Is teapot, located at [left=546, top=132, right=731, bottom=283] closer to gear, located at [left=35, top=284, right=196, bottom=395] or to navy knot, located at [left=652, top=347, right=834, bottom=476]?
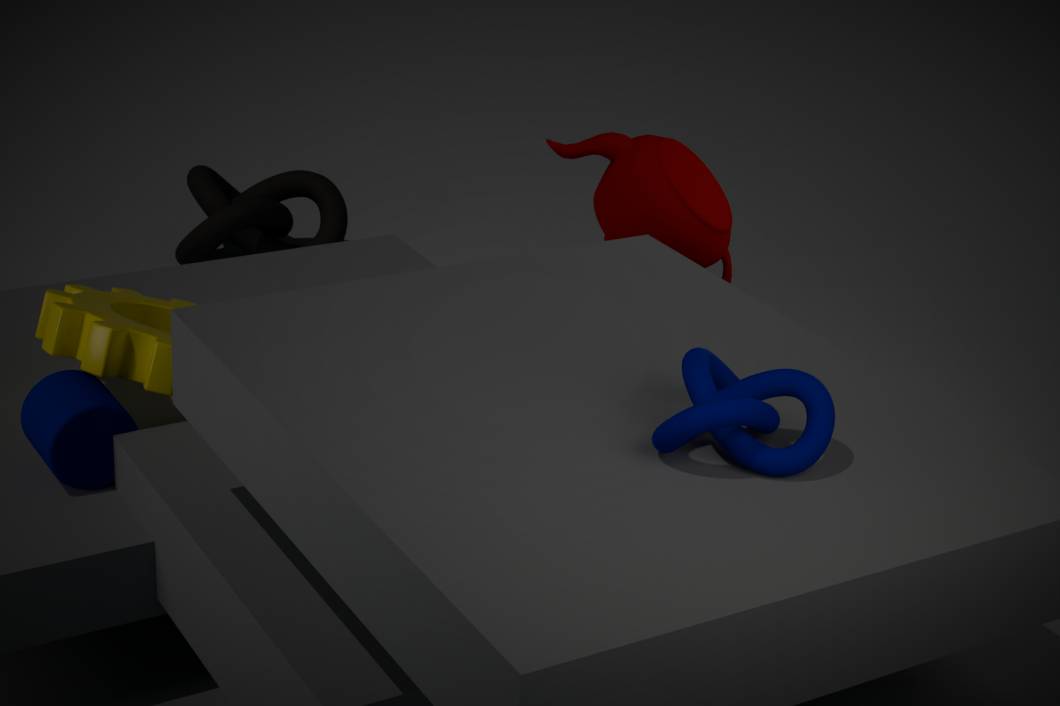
gear, located at [left=35, top=284, right=196, bottom=395]
